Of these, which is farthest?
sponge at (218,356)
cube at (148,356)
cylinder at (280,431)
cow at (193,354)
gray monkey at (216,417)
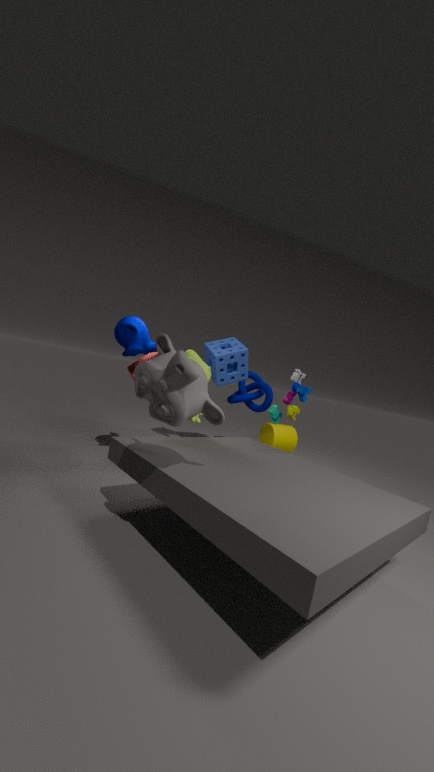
cylinder at (280,431)
